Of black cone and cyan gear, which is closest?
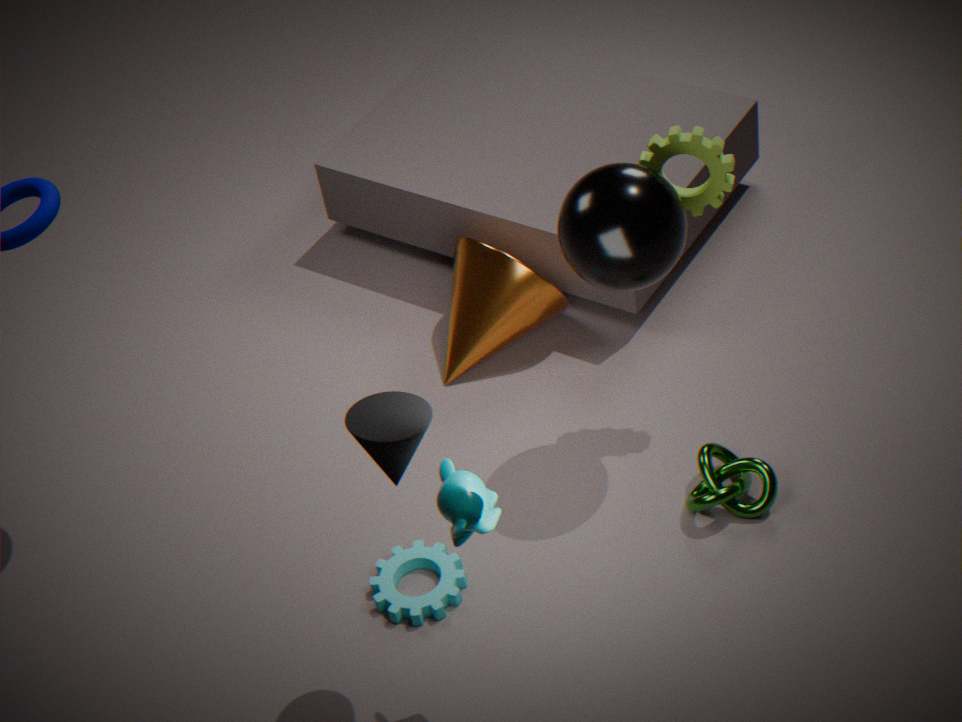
black cone
